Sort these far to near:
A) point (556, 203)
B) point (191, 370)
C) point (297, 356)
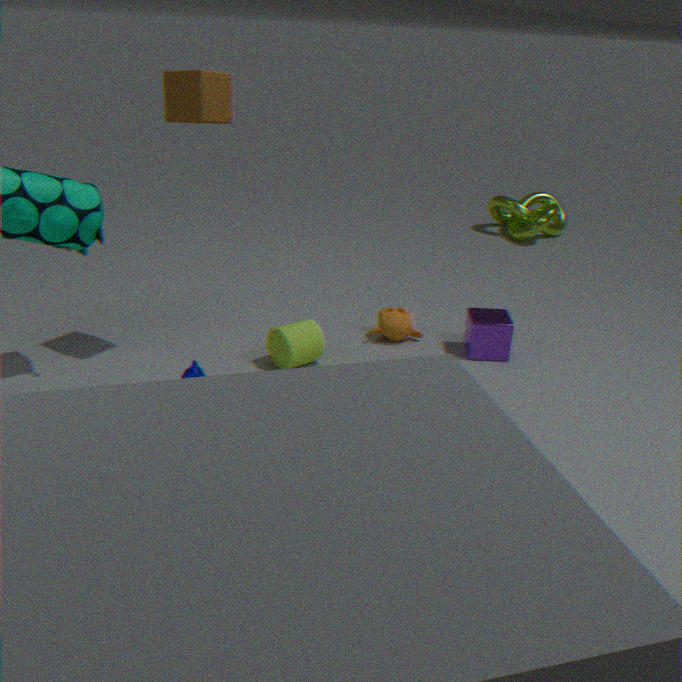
point (556, 203), point (297, 356), point (191, 370)
